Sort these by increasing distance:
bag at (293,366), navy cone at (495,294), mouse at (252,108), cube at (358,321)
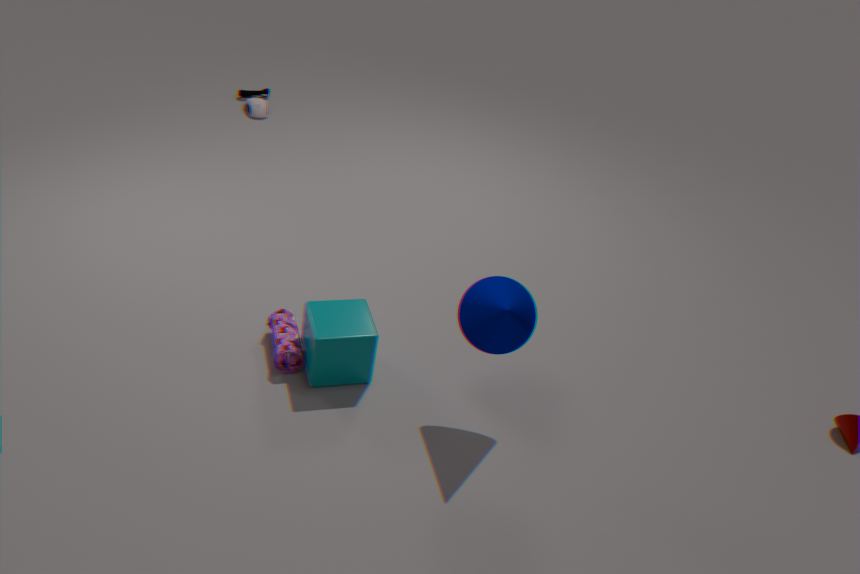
navy cone at (495,294) < cube at (358,321) < bag at (293,366) < mouse at (252,108)
